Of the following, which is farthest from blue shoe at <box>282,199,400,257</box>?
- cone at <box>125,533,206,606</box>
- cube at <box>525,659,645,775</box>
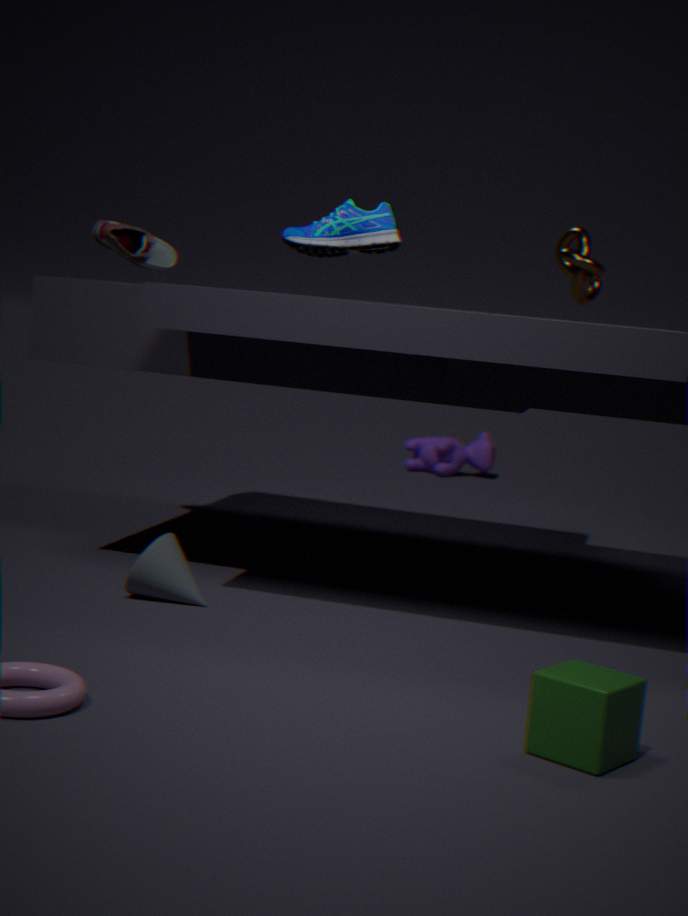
cube at <box>525,659,645,775</box>
